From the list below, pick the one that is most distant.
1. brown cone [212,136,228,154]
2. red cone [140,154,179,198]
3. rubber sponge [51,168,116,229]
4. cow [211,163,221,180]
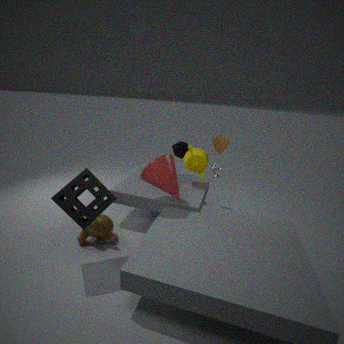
cow [211,163,221,180]
